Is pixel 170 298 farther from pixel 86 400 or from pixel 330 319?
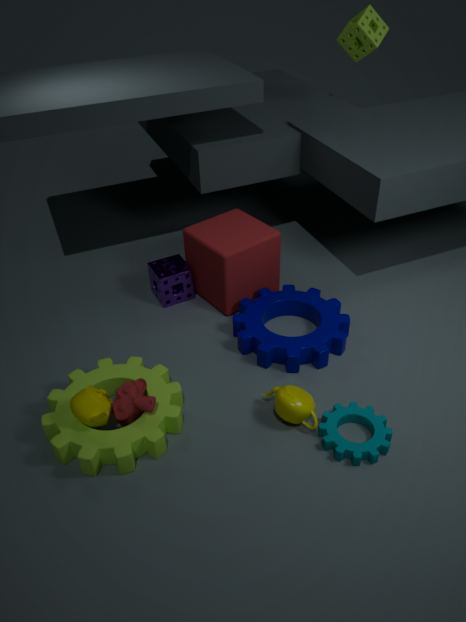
pixel 86 400
